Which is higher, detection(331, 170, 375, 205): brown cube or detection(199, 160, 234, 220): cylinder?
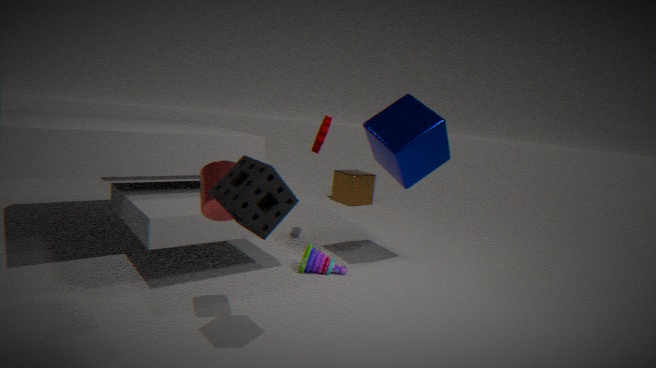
detection(199, 160, 234, 220): cylinder
